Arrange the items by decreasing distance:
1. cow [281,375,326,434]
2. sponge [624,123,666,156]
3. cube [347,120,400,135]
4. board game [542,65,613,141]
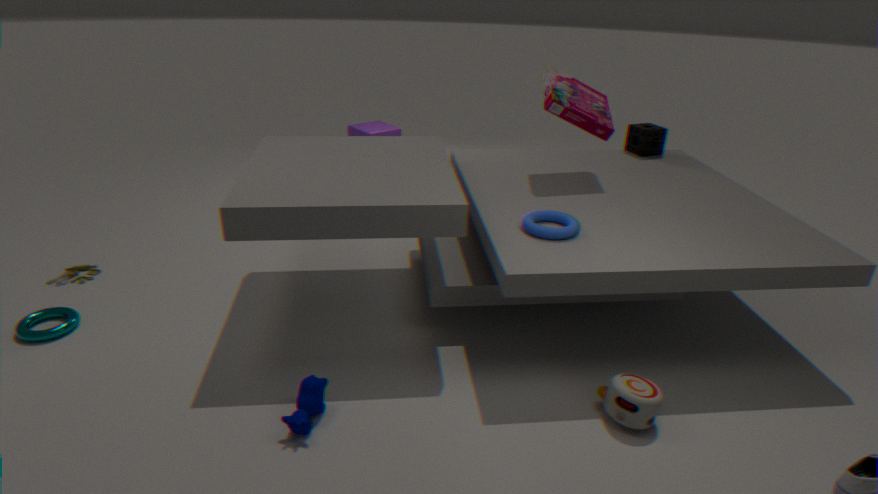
cube [347,120,400,135] < sponge [624,123,666,156] < board game [542,65,613,141] < cow [281,375,326,434]
